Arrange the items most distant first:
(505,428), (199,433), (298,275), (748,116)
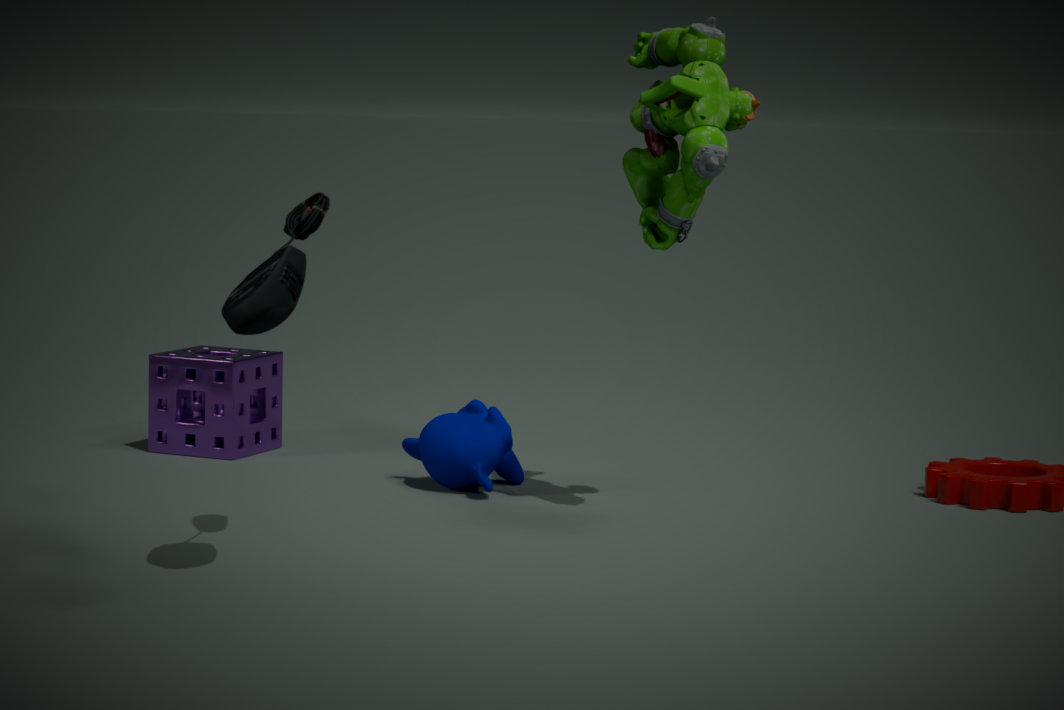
(199,433), (505,428), (748,116), (298,275)
